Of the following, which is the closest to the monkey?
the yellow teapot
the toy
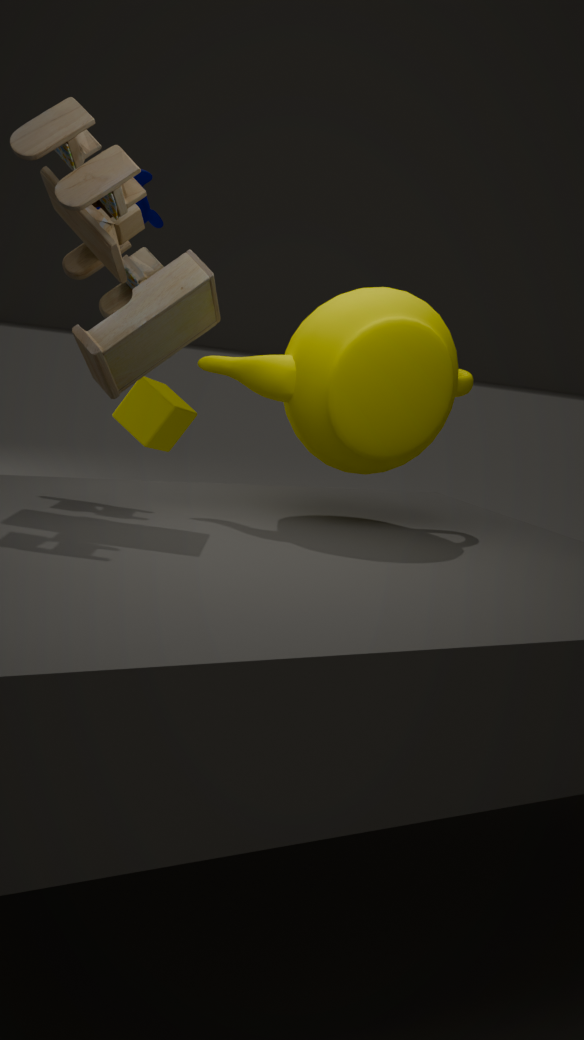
the toy
